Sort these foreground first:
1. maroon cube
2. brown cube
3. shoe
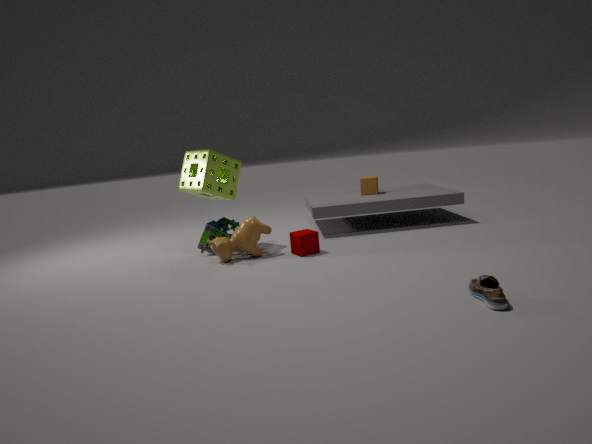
shoe < maroon cube < brown cube
